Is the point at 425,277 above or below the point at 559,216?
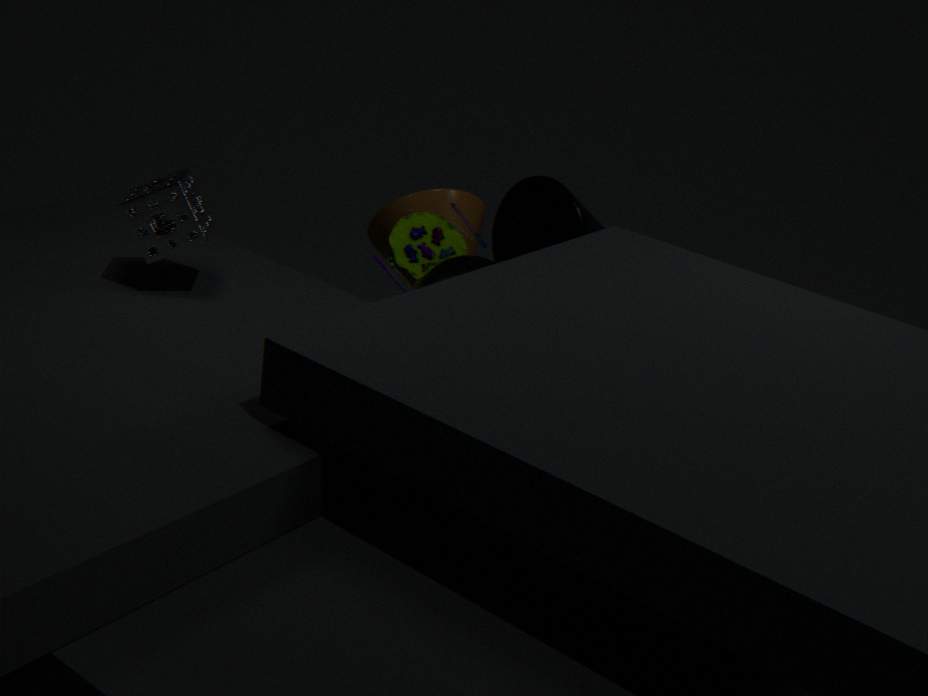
below
